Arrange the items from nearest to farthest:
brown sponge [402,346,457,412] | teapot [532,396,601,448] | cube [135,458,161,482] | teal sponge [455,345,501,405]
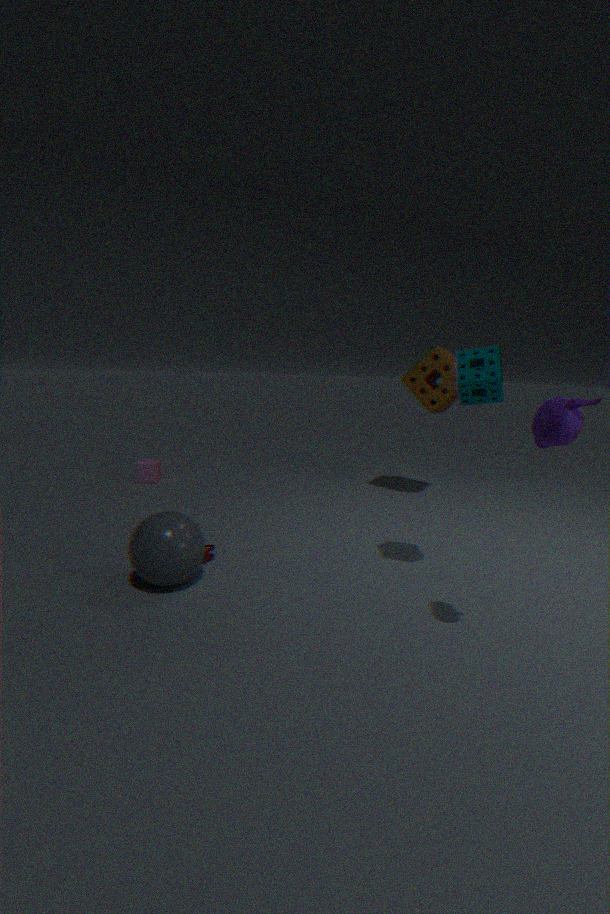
teapot [532,396,601,448] → teal sponge [455,345,501,405] → brown sponge [402,346,457,412] → cube [135,458,161,482]
